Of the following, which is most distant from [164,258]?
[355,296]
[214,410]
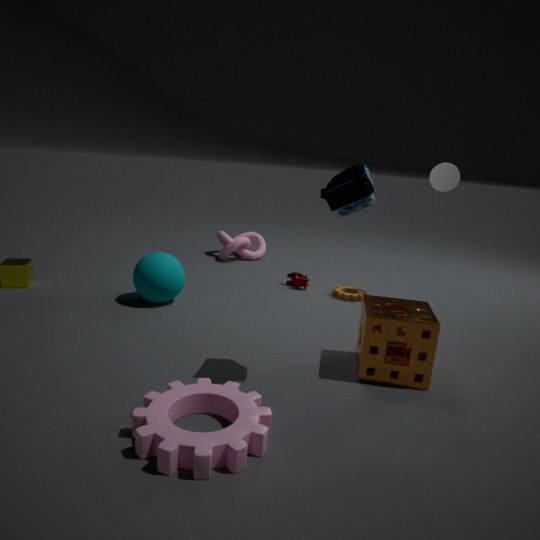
[214,410]
